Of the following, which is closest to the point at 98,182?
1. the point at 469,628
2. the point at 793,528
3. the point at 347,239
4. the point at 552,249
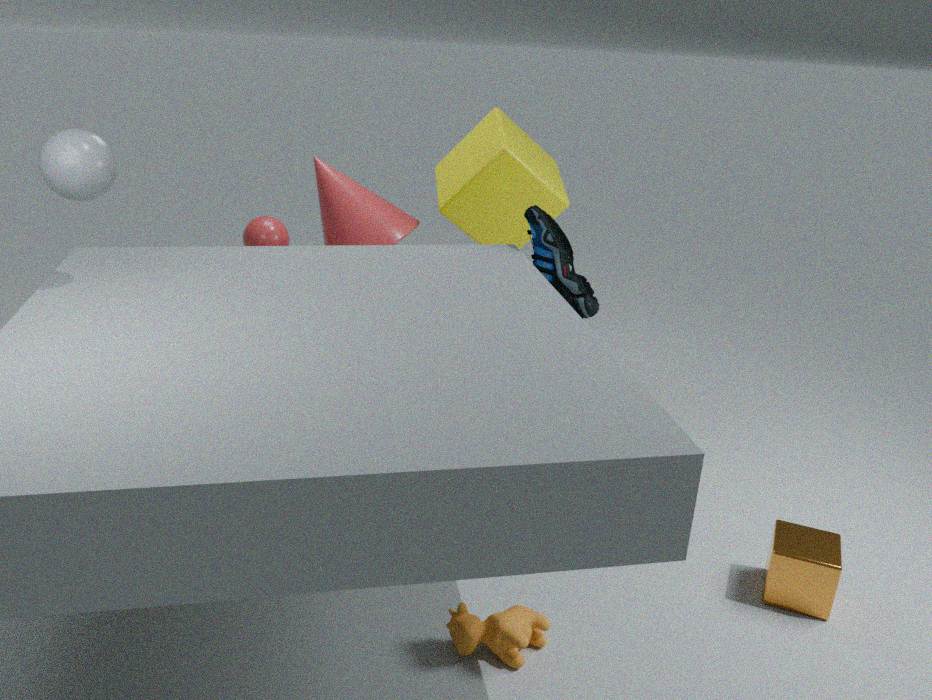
the point at 347,239
